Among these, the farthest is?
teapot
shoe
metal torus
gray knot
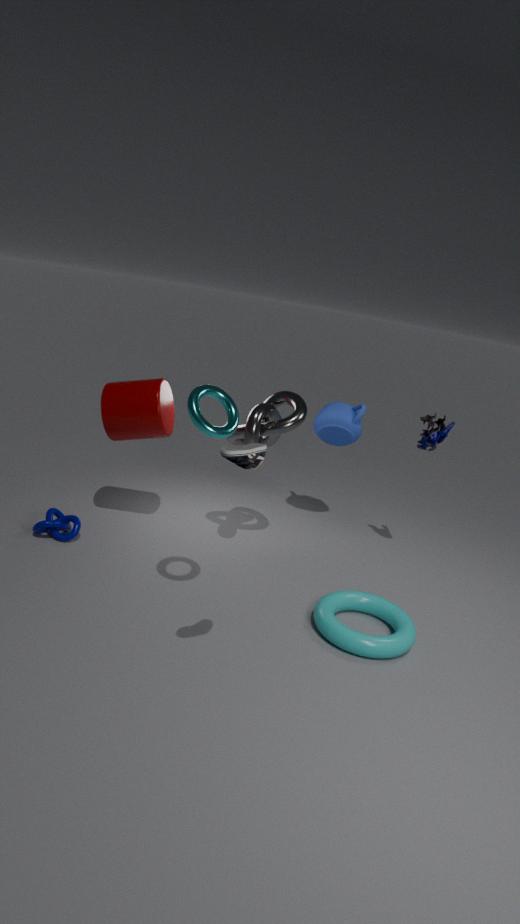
teapot
